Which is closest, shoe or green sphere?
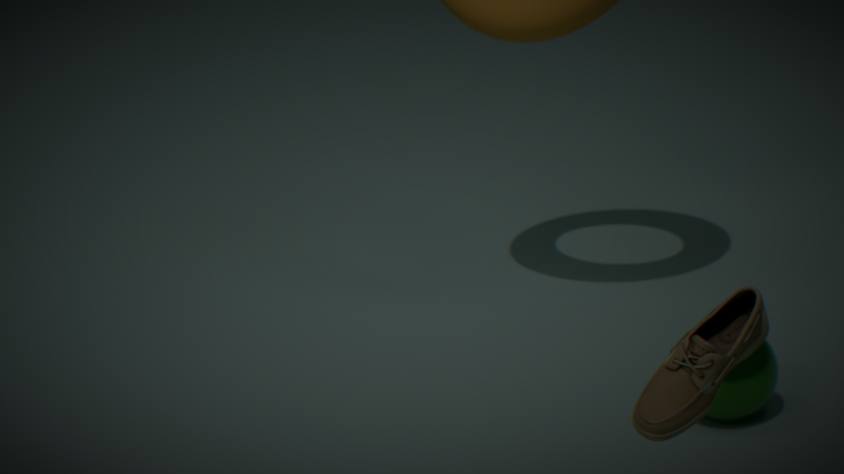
shoe
